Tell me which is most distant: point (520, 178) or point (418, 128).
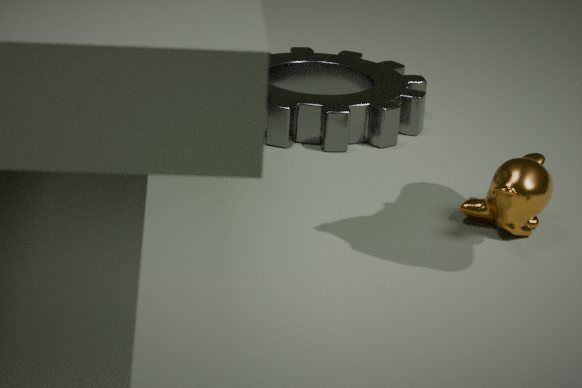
point (418, 128)
